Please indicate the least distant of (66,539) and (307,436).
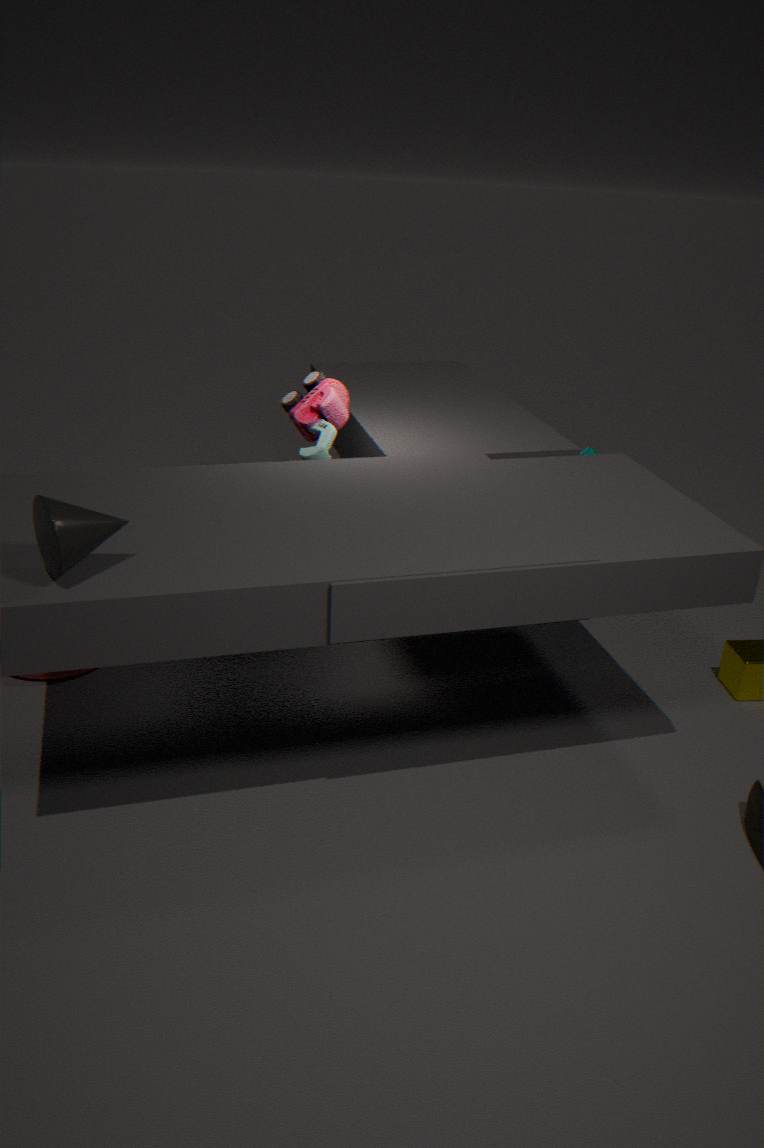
(66,539)
